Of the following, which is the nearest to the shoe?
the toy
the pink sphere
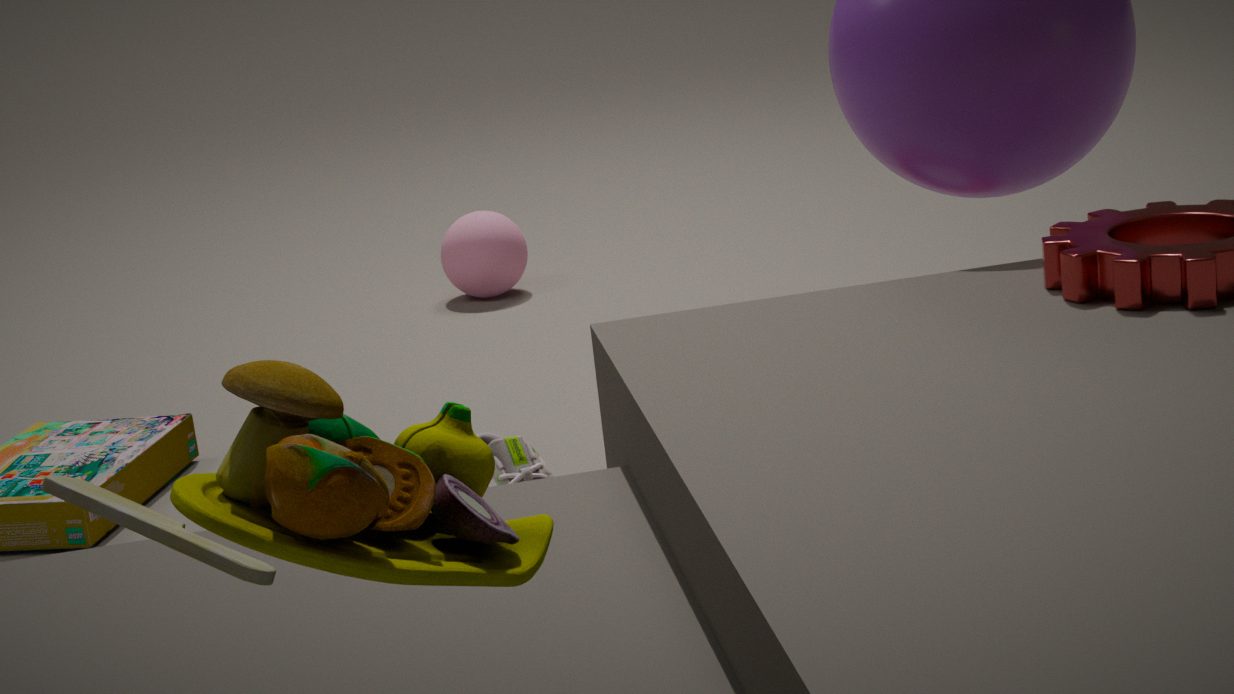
the toy
